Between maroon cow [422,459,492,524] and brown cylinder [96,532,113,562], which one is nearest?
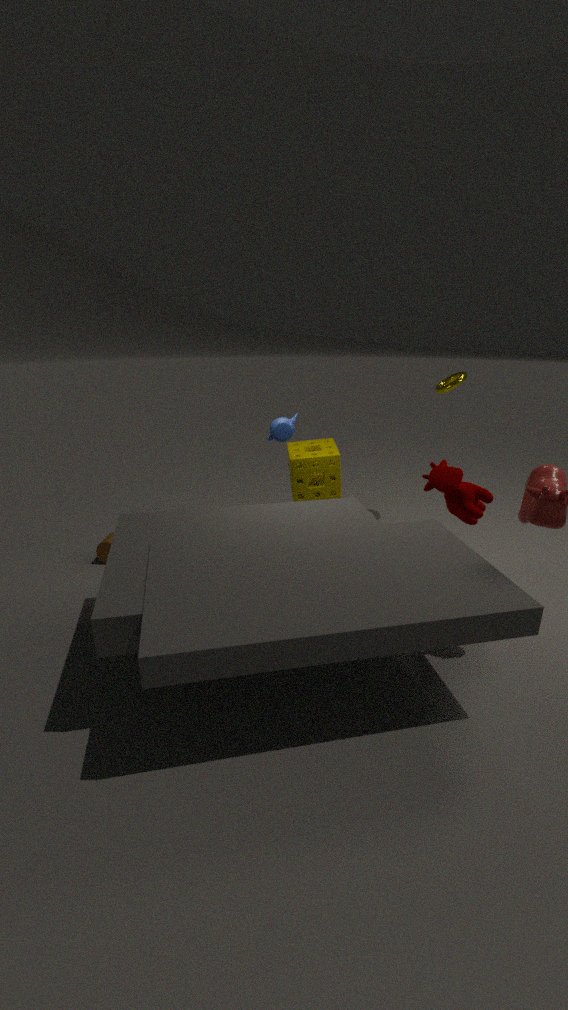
maroon cow [422,459,492,524]
